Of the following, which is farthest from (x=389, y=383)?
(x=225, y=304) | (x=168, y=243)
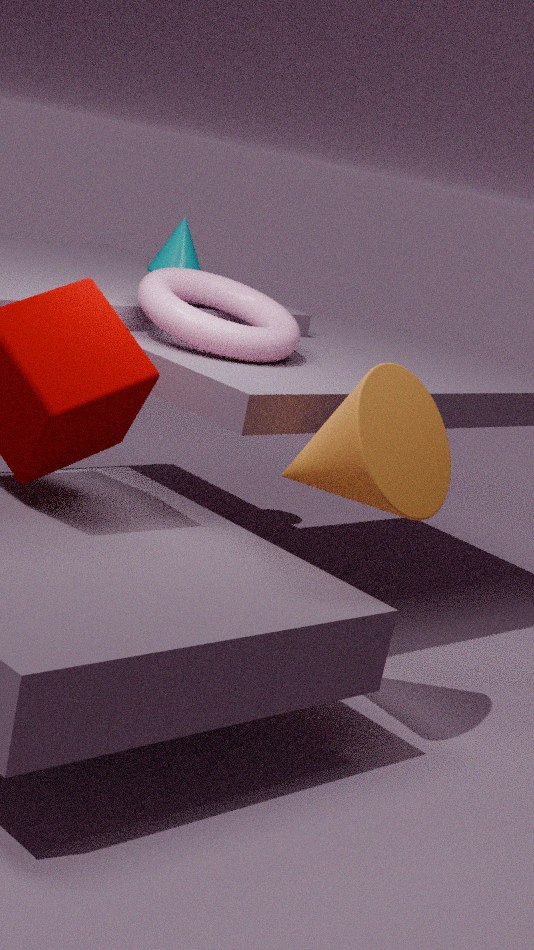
(x=168, y=243)
